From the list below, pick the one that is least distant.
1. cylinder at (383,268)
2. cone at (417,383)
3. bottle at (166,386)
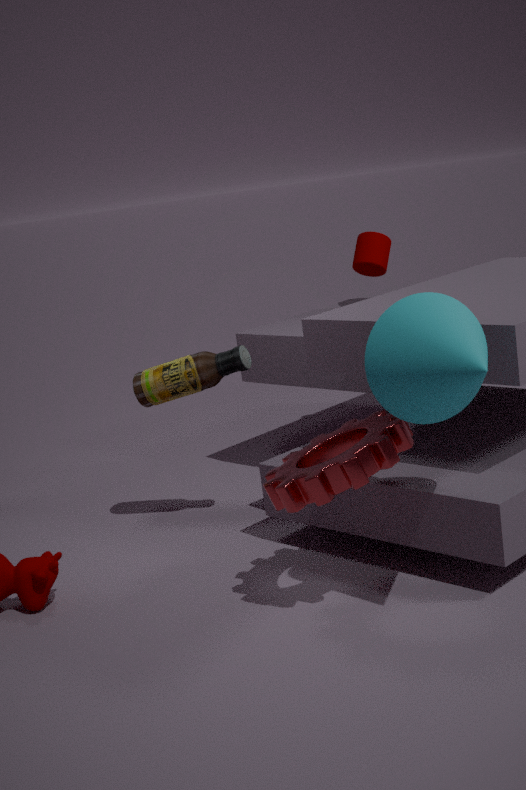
cone at (417,383)
